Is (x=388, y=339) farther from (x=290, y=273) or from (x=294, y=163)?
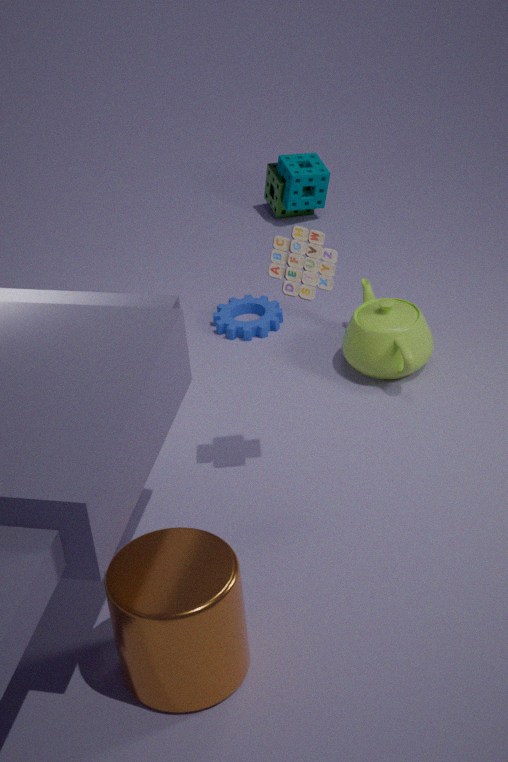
(x=294, y=163)
